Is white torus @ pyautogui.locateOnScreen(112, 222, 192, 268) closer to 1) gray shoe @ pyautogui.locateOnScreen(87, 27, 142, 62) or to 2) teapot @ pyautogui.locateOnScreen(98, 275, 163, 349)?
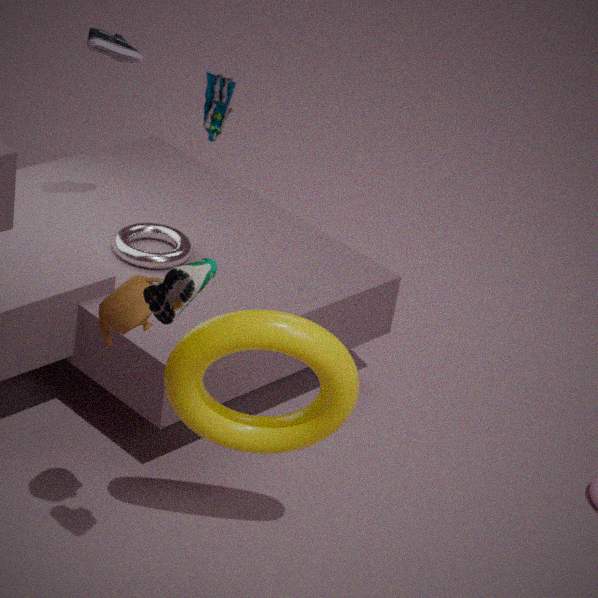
1) gray shoe @ pyautogui.locateOnScreen(87, 27, 142, 62)
